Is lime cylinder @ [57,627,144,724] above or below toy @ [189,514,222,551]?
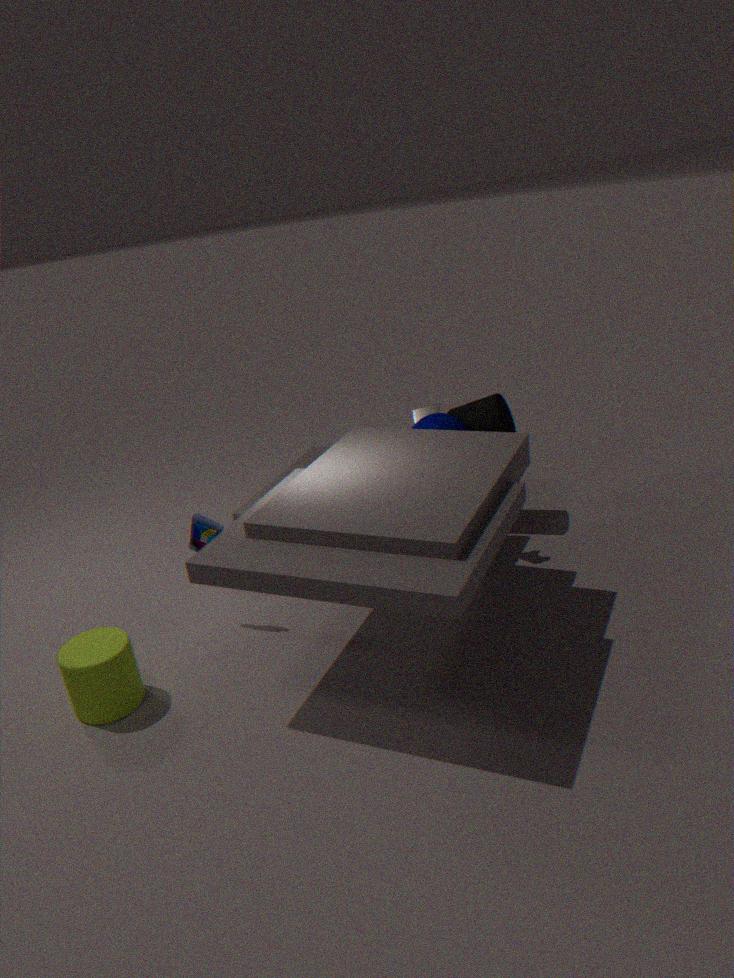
below
